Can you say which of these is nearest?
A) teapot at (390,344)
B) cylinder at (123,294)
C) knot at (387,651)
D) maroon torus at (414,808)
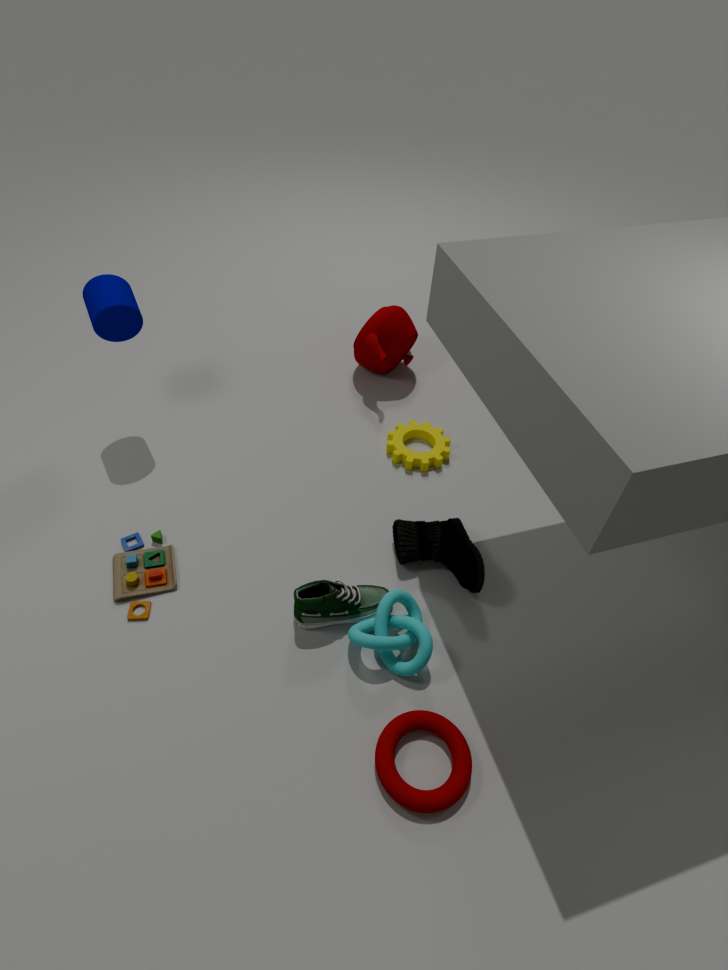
maroon torus at (414,808)
